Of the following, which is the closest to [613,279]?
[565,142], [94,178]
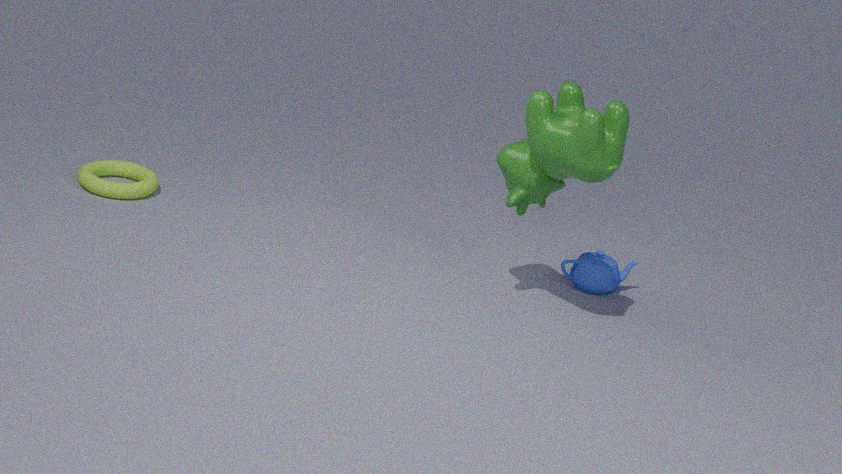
[565,142]
